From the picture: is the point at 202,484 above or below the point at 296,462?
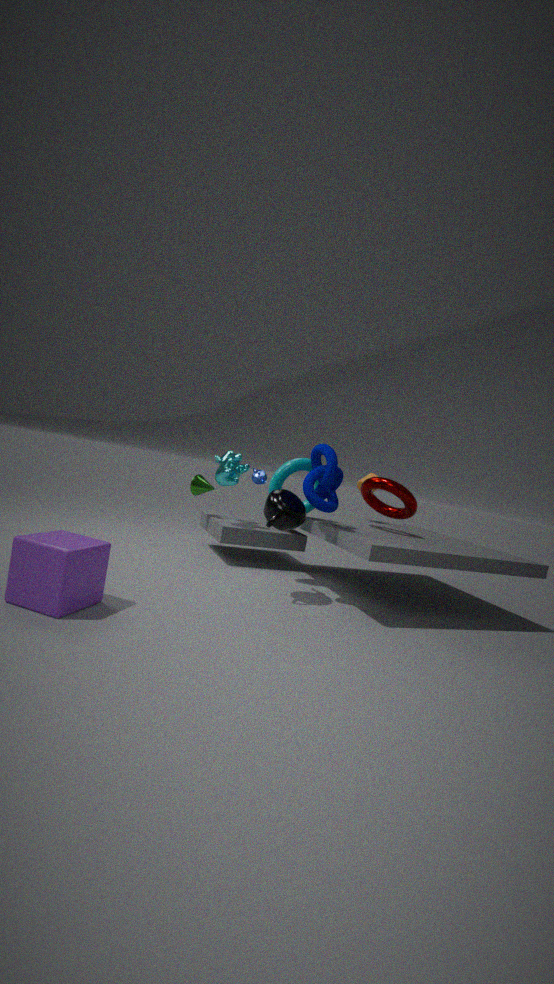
below
